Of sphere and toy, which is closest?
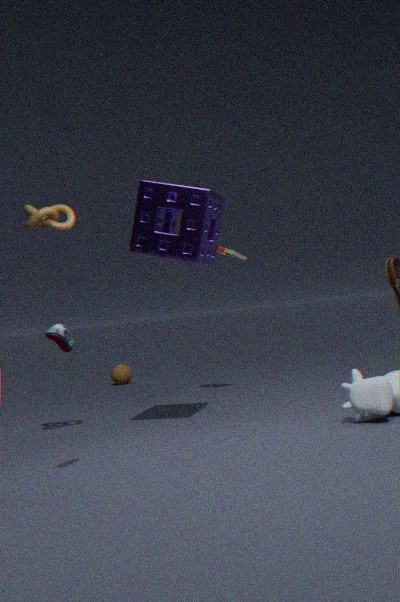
toy
